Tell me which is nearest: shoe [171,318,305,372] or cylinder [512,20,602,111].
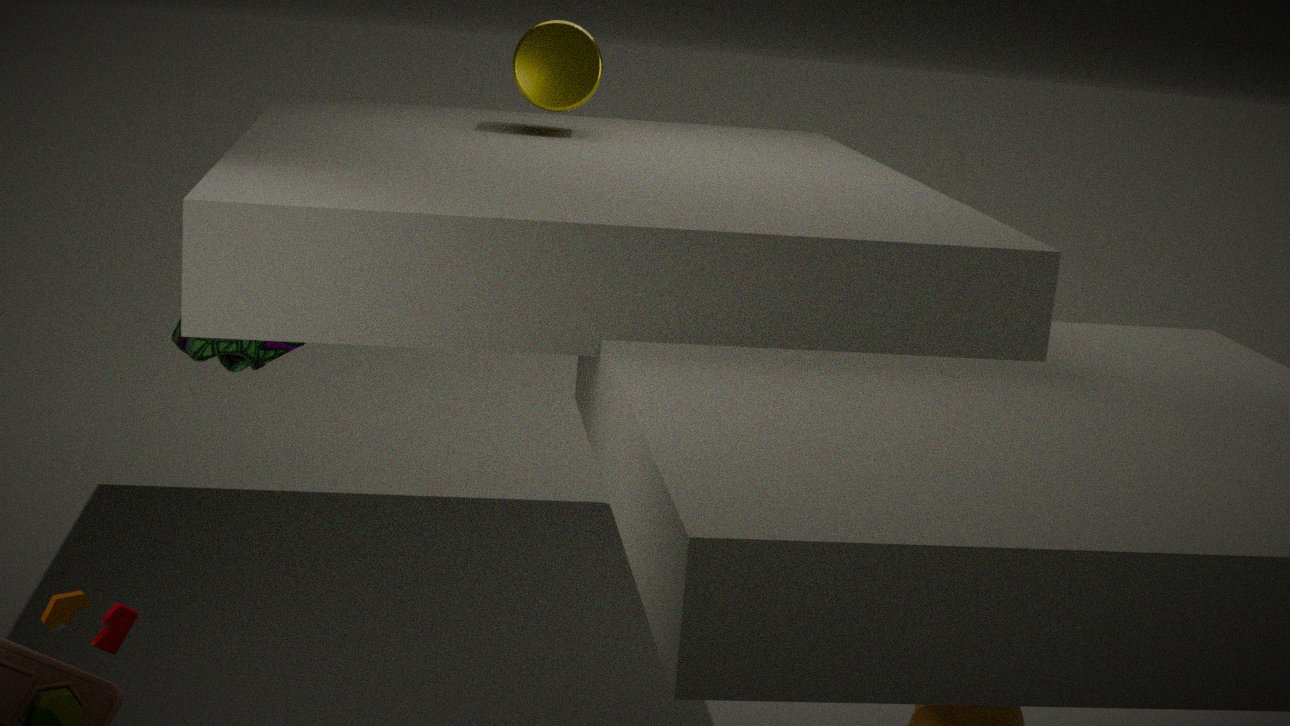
shoe [171,318,305,372]
